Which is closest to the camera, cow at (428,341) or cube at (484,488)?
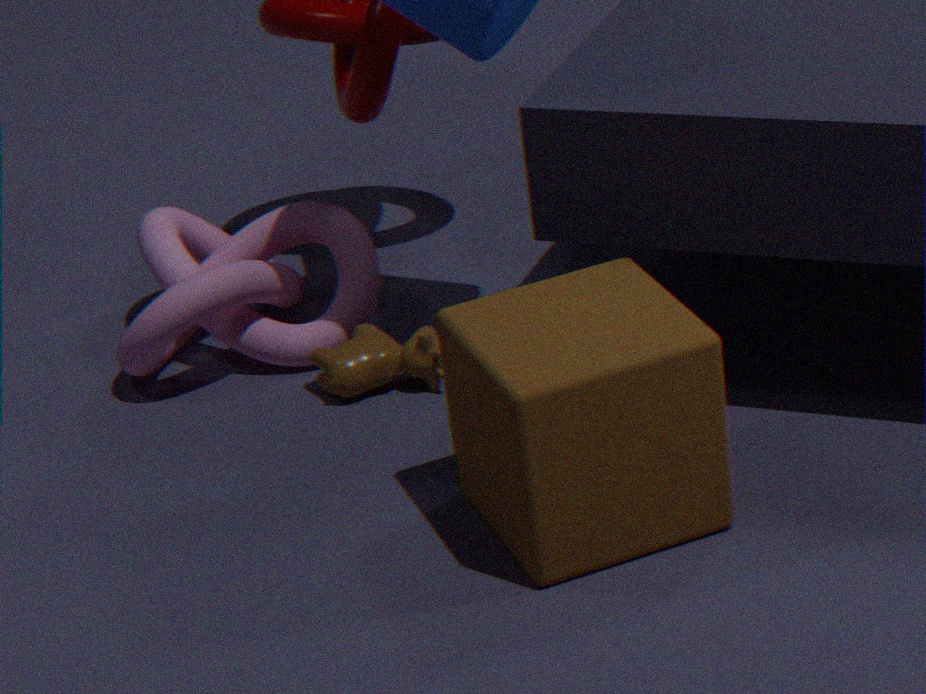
cube at (484,488)
